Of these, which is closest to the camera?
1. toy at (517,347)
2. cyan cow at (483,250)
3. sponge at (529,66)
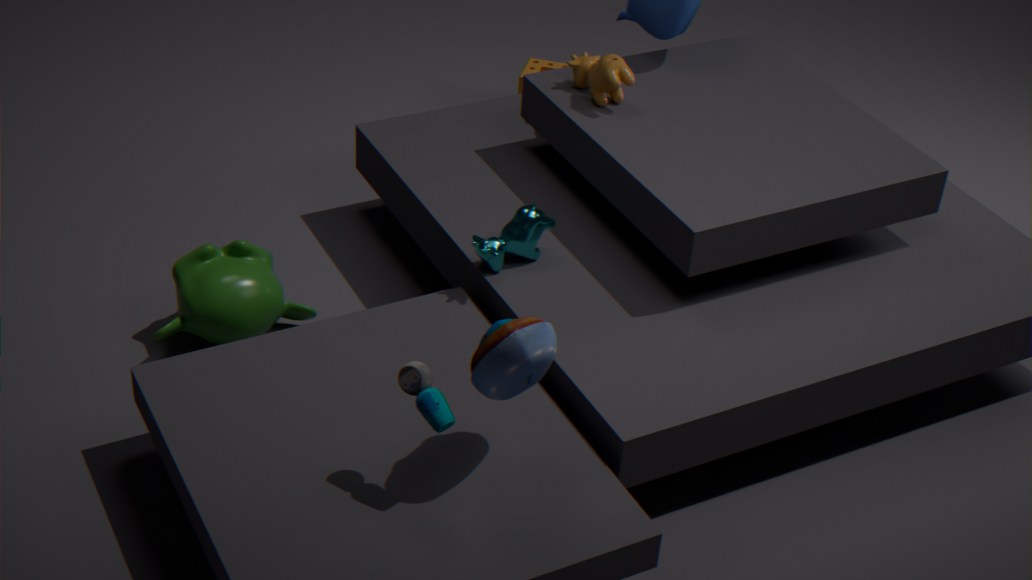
toy at (517,347)
